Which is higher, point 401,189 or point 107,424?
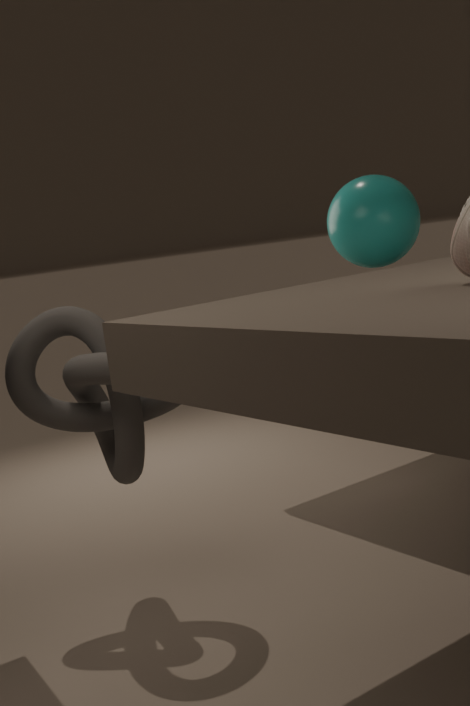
point 401,189
